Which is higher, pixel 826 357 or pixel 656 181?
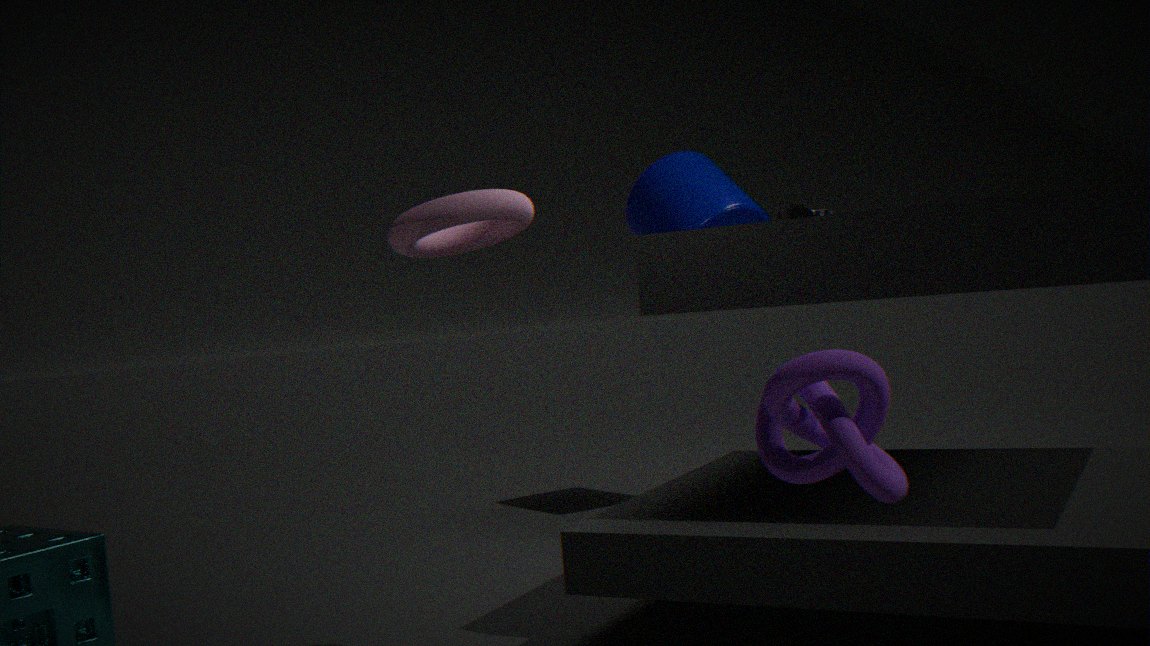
pixel 656 181
